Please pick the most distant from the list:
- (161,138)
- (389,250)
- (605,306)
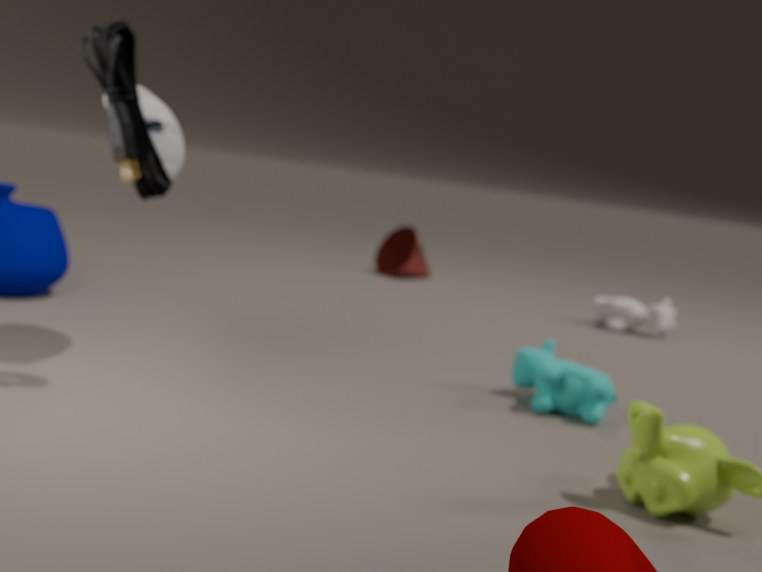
(389,250)
